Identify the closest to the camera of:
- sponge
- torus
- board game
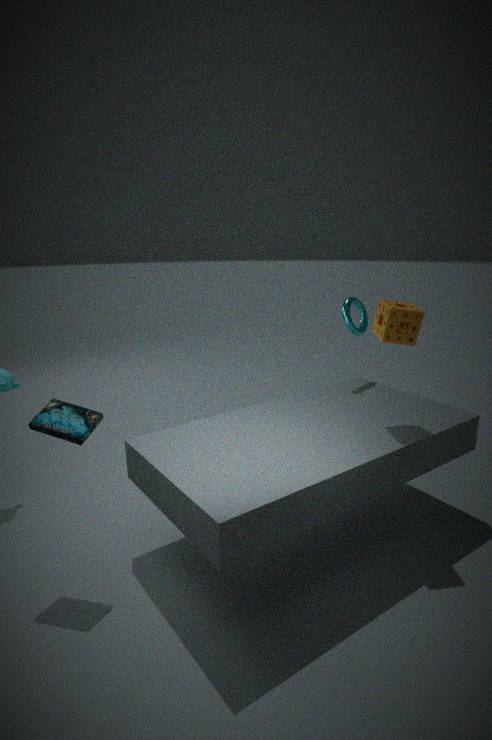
board game
